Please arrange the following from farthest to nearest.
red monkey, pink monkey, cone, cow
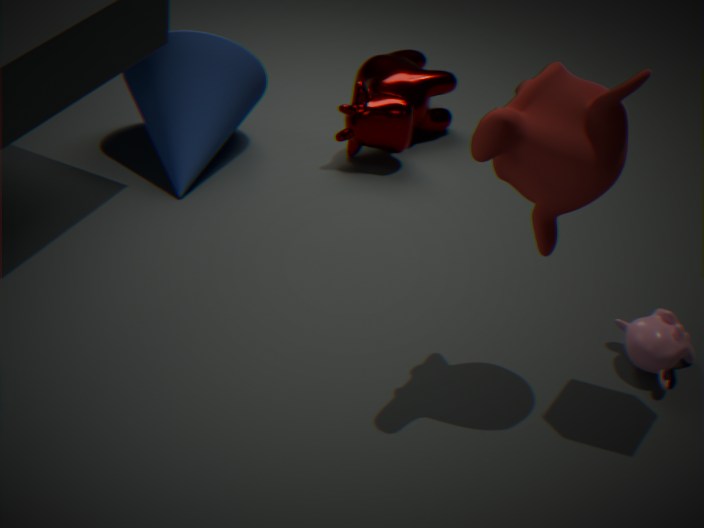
1. cow
2. cone
3. pink monkey
4. red monkey
